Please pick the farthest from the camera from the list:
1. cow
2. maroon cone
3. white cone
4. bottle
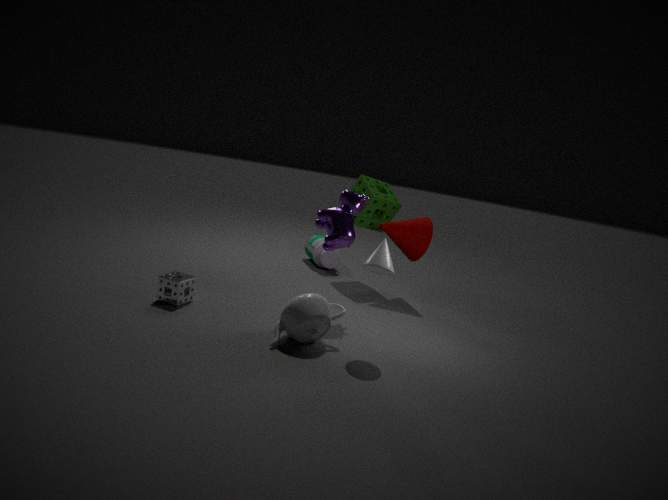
bottle
